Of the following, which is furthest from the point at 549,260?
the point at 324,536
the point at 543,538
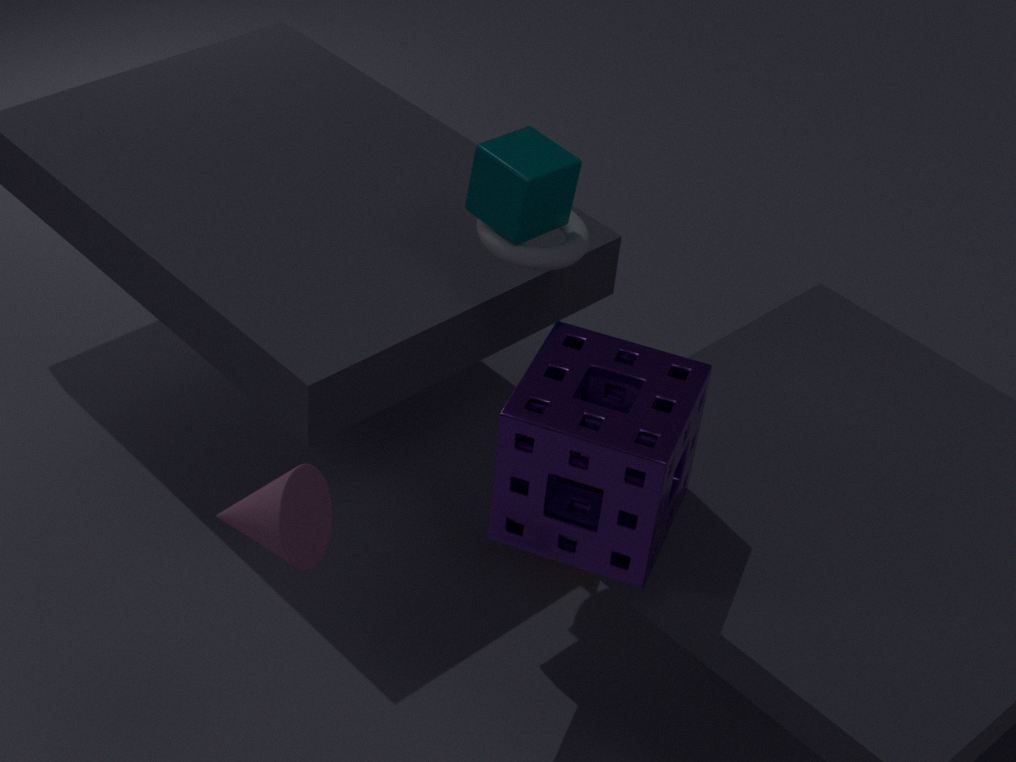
the point at 324,536
